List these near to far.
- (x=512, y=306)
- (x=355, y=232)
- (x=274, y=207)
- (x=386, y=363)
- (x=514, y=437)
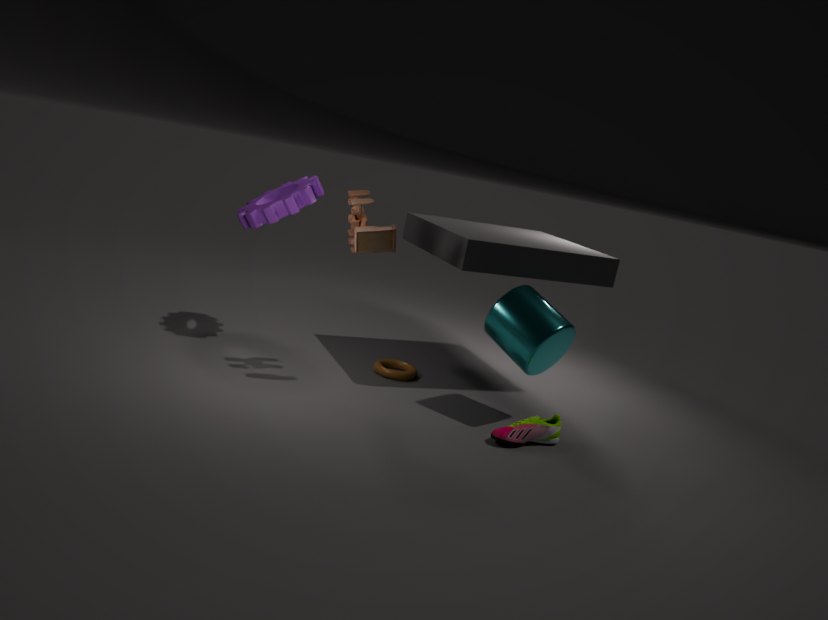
(x=514, y=437)
(x=355, y=232)
(x=512, y=306)
(x=274, y=207)
(x=386, y=363)
